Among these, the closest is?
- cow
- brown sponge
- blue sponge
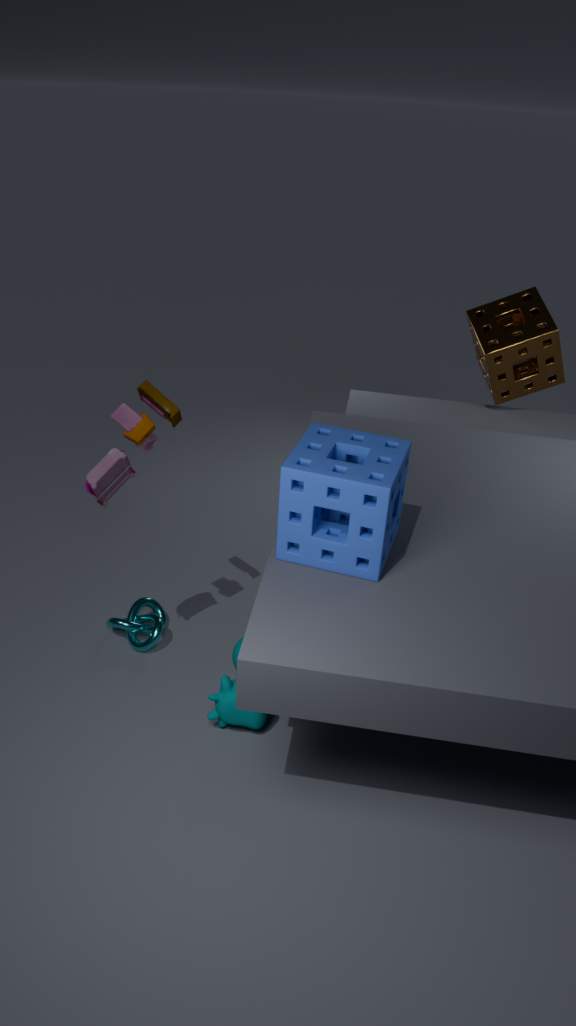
blue sponge
